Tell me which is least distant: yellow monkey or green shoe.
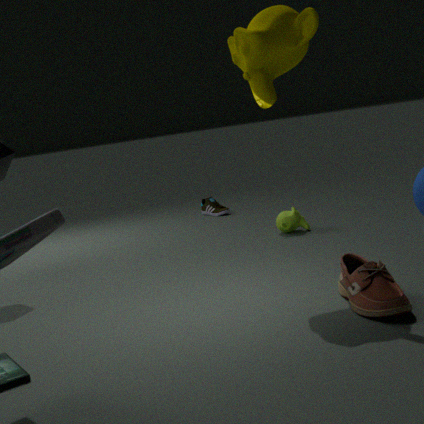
yellow monkey
